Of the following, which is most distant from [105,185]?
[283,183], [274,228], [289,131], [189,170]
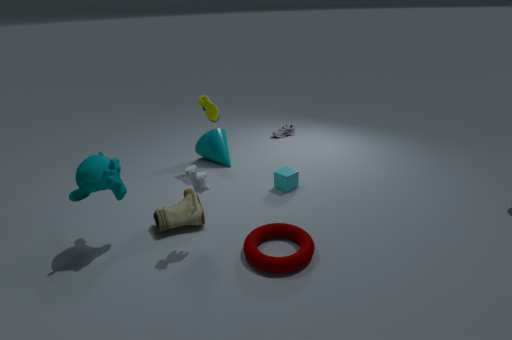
[289,131]
